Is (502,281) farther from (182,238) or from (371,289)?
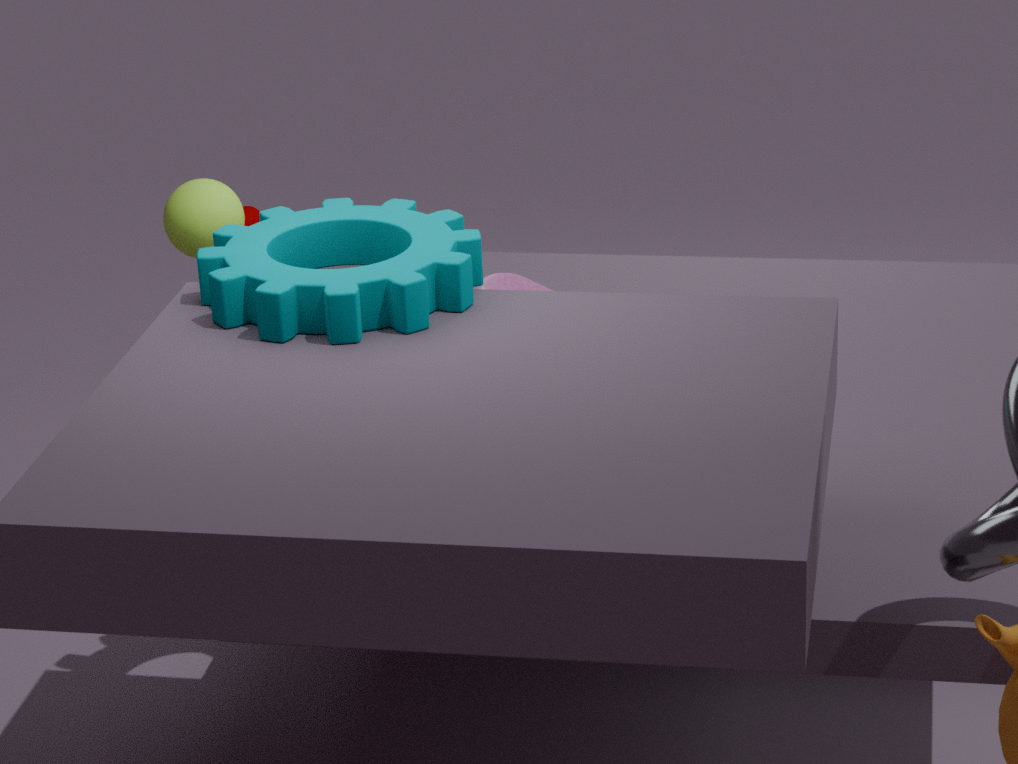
(182,238)
